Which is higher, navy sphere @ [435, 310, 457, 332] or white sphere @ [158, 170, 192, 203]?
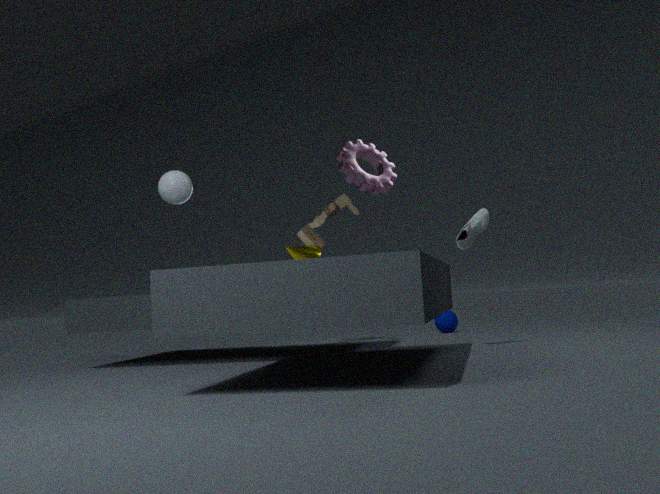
white sphere @ [158, 170, 192, 203]
